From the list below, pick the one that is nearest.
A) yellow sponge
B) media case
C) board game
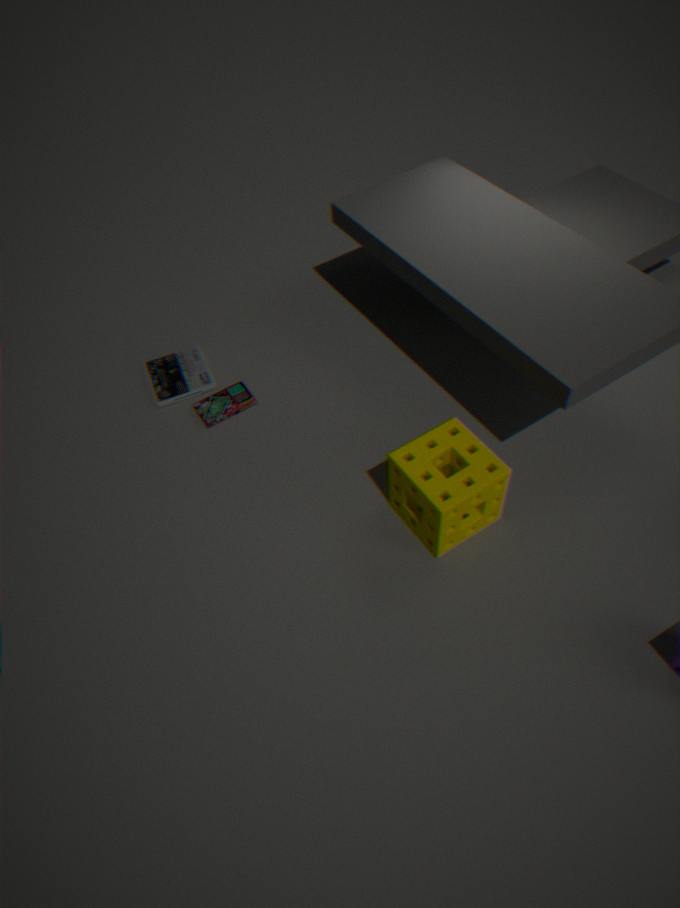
yellow sponge
